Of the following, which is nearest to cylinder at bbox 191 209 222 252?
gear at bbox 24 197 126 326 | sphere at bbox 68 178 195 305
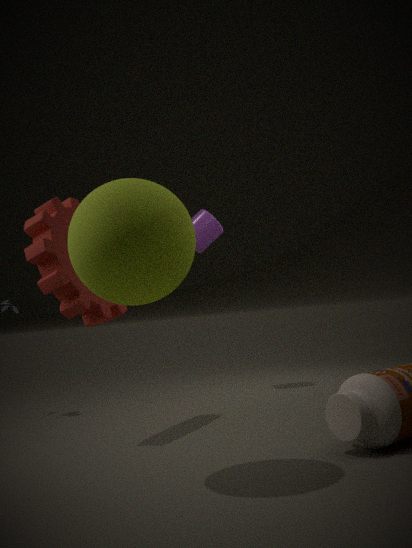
gear at bbox 24 197 126 326
